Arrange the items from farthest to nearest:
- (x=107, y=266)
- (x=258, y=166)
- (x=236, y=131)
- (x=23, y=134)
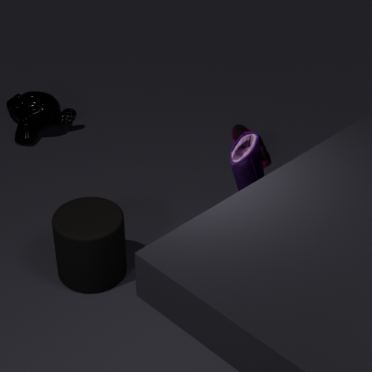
(x=236, y=131), (x=23, y=134), (x=107, y=266), (x=258, y=166)
